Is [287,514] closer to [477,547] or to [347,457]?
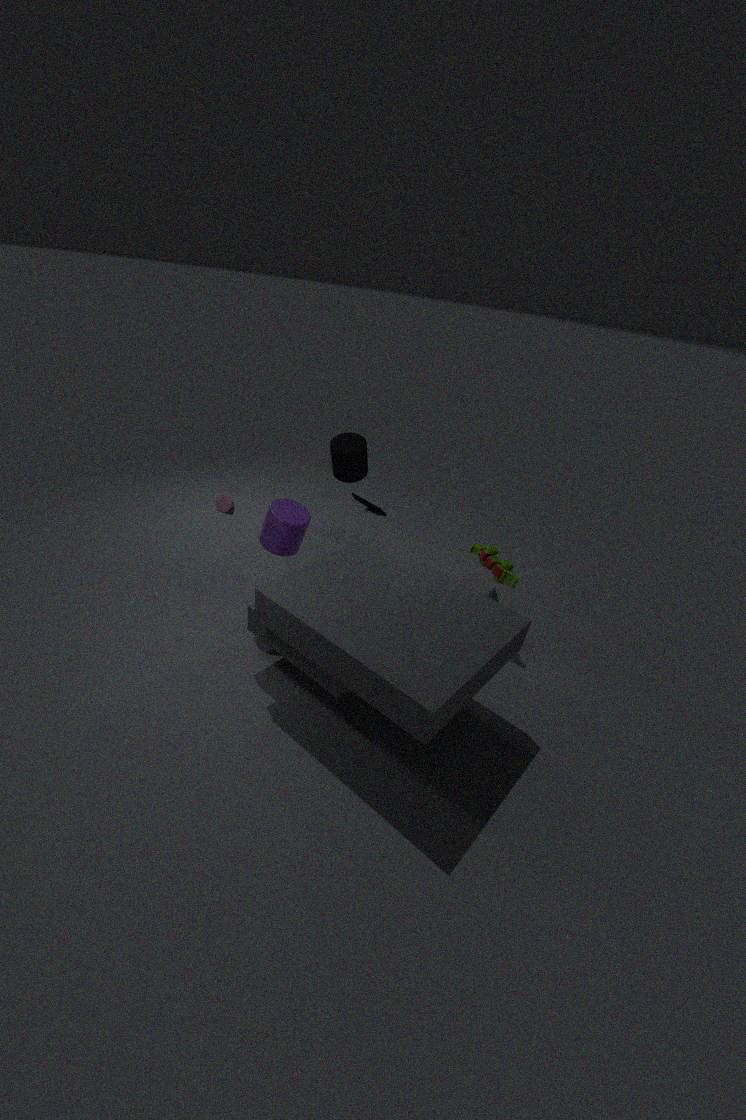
[347,457]
